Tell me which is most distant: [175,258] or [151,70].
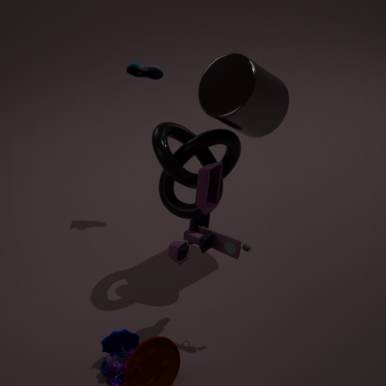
[151,70]
